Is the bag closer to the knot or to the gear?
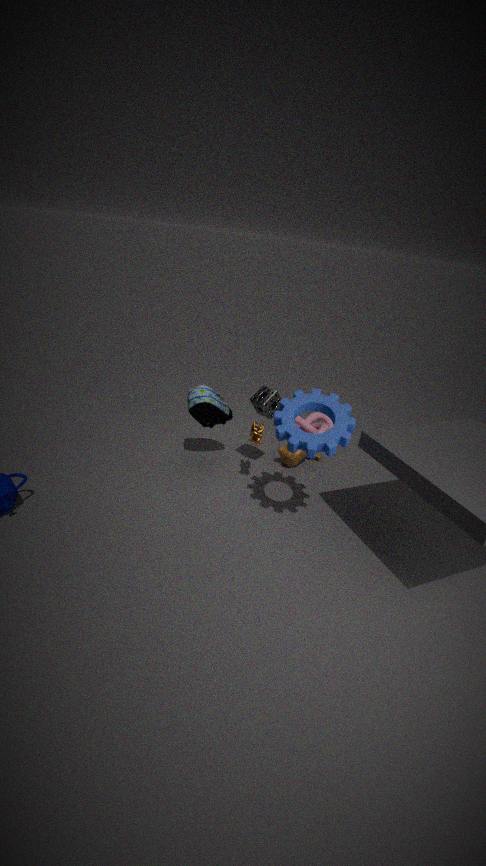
the gear
